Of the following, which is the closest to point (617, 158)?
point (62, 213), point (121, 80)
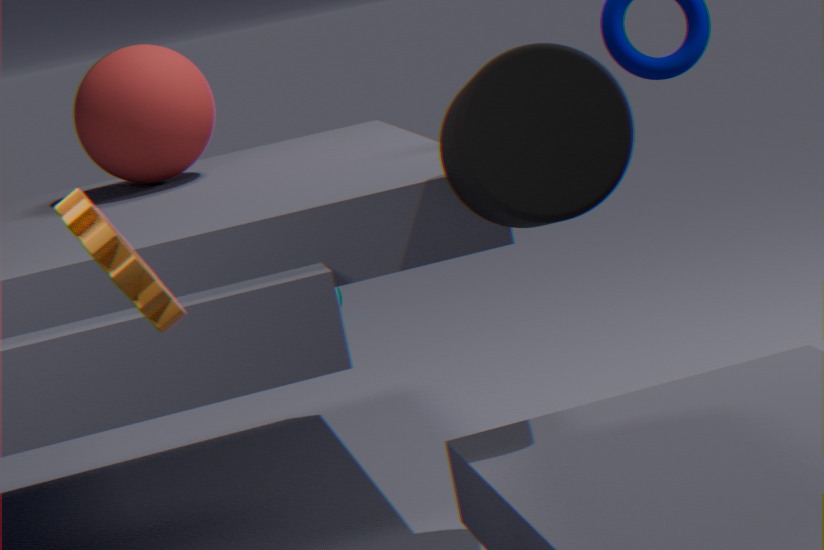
point (62, 213)
